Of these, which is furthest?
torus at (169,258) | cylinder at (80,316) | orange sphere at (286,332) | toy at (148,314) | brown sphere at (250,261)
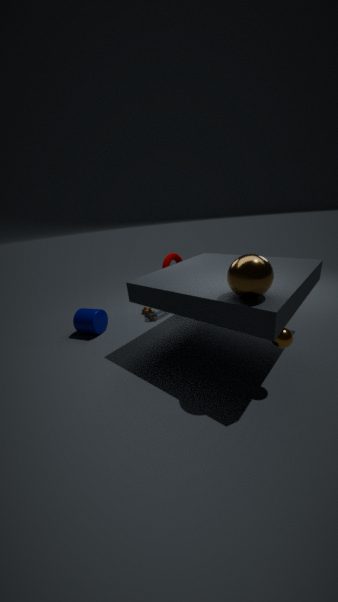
toy at (148,314)
